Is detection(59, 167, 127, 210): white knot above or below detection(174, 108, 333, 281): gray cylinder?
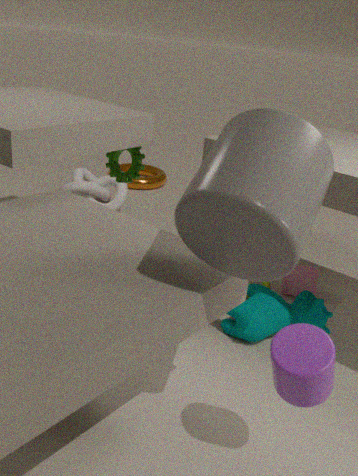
below
